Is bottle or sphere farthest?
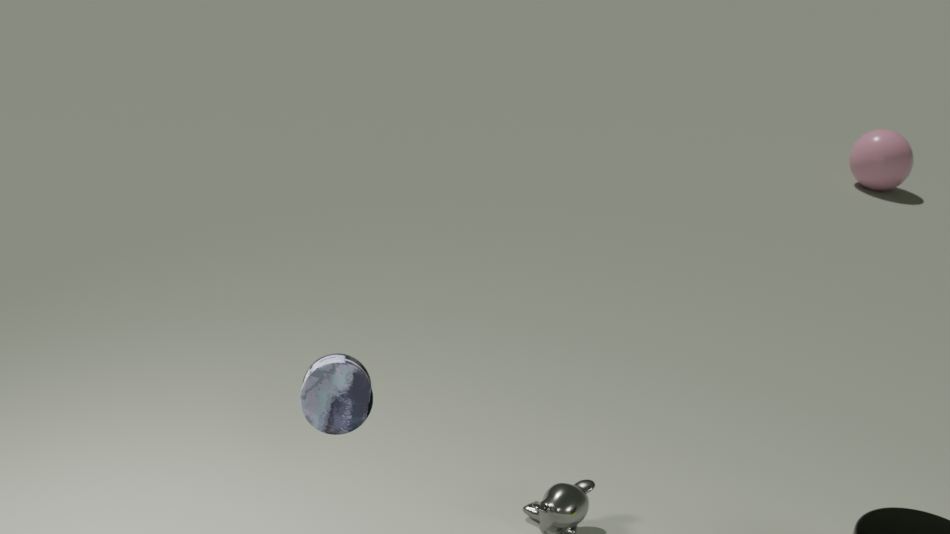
sphere
